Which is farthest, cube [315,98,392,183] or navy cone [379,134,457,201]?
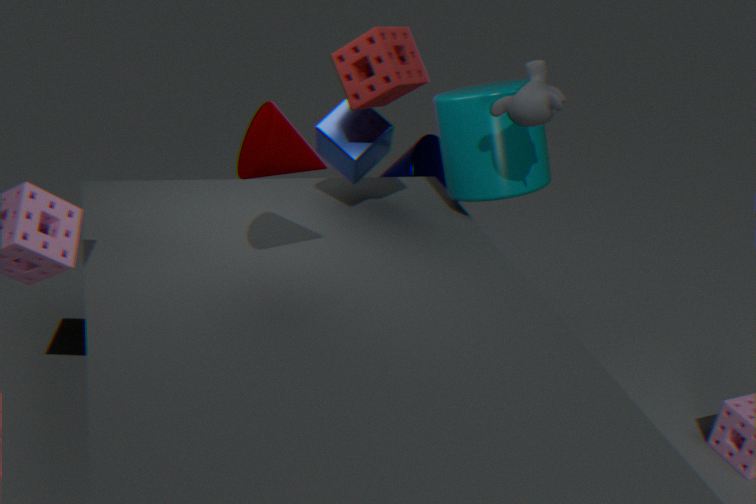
navy cone [379,134,457,201]
